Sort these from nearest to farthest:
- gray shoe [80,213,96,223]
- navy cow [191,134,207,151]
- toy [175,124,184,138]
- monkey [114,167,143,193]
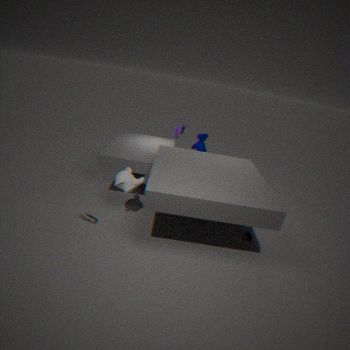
monkey [114,167,143,193] → gray shoe [80,213,96,223] → toy [175,124,184,138] → navy cow [191,134,207,151]
